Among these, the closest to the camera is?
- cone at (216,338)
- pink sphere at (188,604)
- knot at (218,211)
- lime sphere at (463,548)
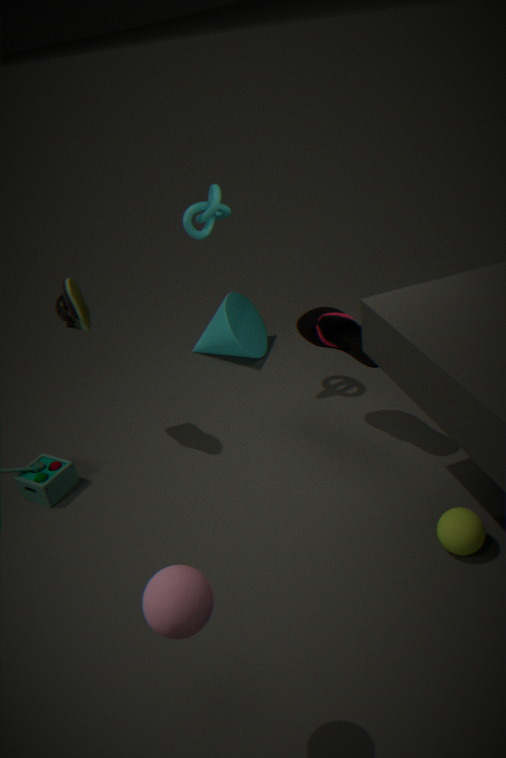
pink sphere at (188,604)
